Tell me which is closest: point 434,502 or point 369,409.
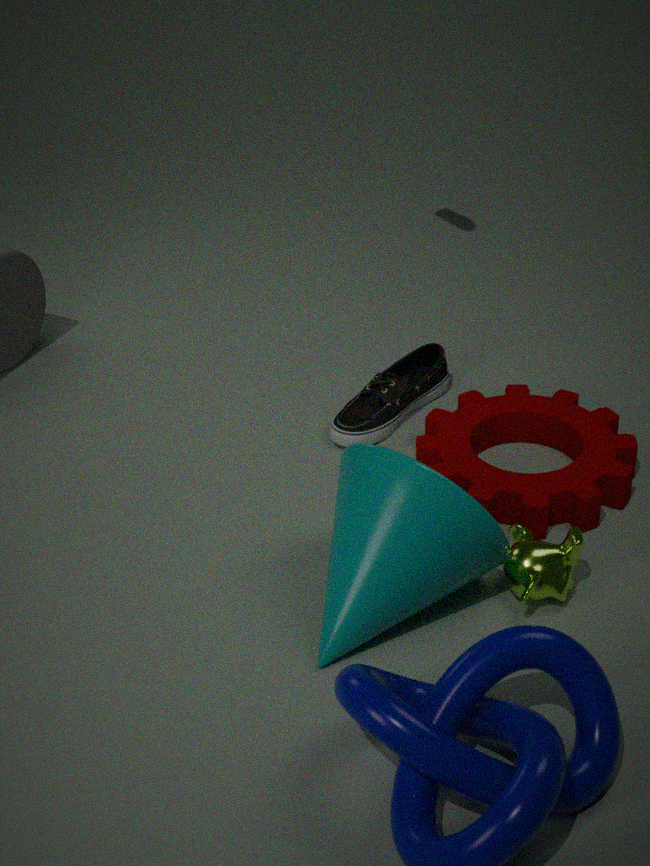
point 434,502
